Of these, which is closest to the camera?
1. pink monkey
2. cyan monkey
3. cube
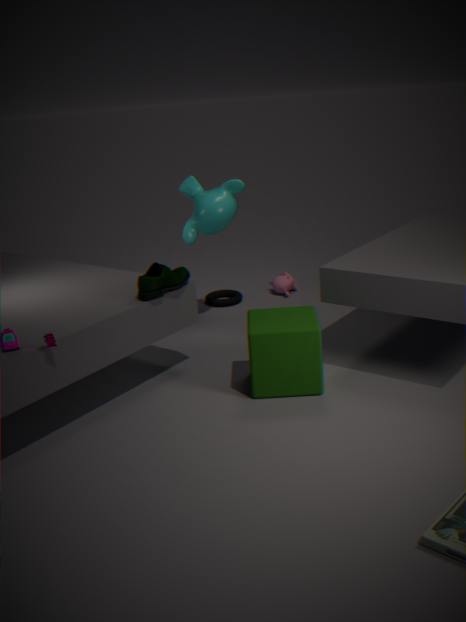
cube
